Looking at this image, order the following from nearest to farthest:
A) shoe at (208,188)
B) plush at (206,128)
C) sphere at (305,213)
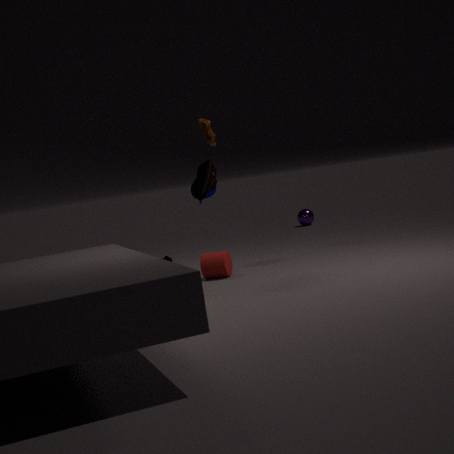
shoe at (208,188)
plush at (206,128)
sphere at (305,213)
